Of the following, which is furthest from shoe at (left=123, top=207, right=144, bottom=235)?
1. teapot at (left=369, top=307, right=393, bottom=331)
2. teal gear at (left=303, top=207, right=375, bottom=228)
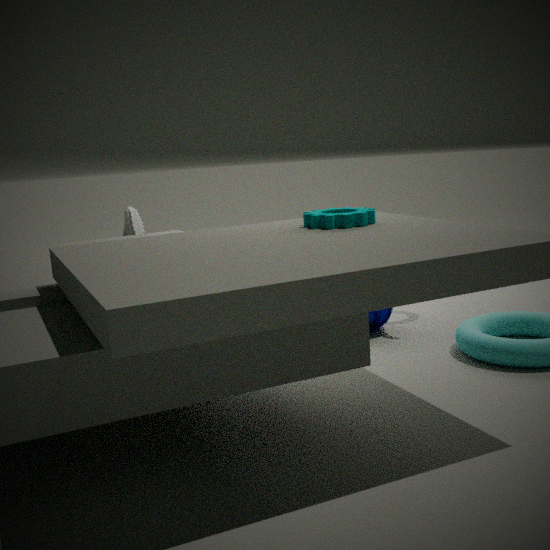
teal gear at (left=303, top=207, right=375, bottom=228)
